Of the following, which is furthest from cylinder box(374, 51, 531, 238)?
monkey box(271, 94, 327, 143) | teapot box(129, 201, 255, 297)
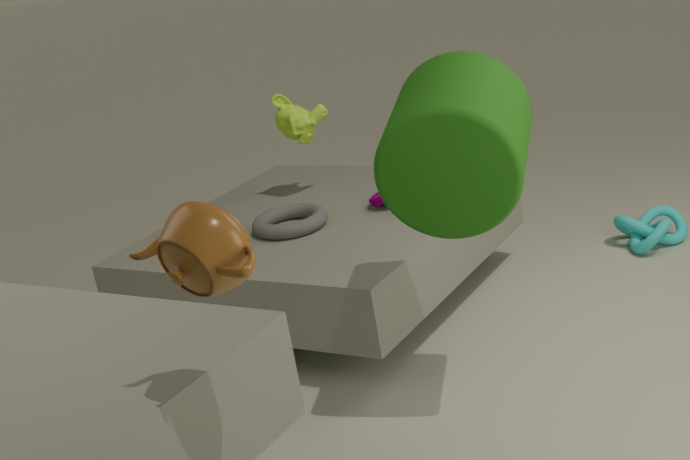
monkey box(271, 94, 327, 143)
